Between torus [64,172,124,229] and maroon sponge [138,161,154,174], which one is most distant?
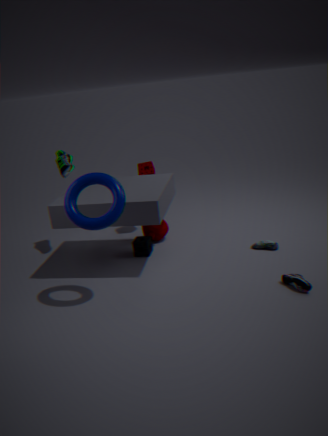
maroon sponge [138,161,154,174]
